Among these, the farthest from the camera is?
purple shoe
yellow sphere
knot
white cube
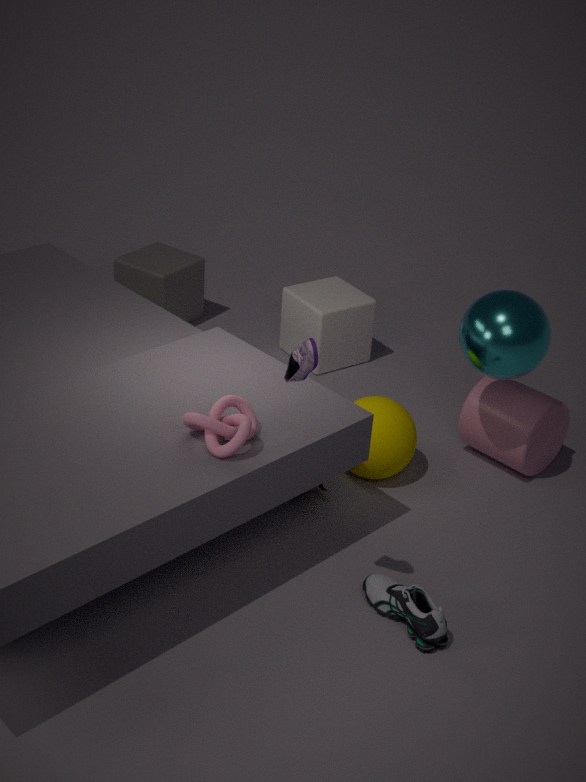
white cube
